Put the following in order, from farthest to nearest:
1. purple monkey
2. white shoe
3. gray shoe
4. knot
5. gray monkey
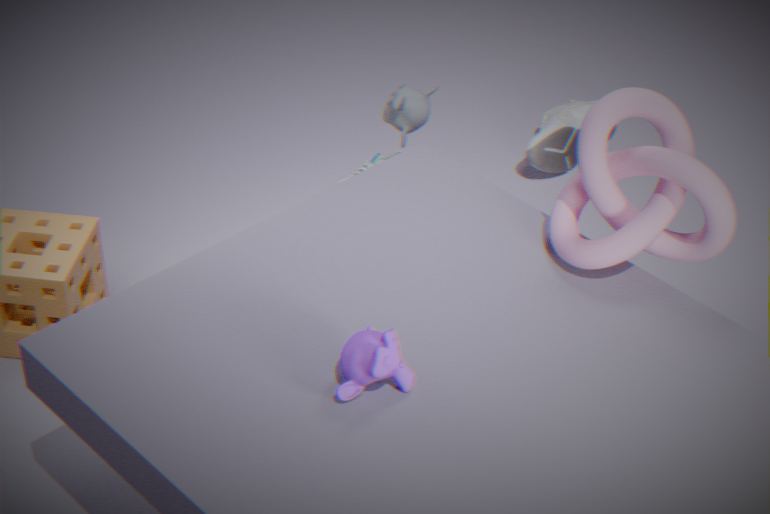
gray shoe, white shoe, gray monkey, knot, purple monkey
